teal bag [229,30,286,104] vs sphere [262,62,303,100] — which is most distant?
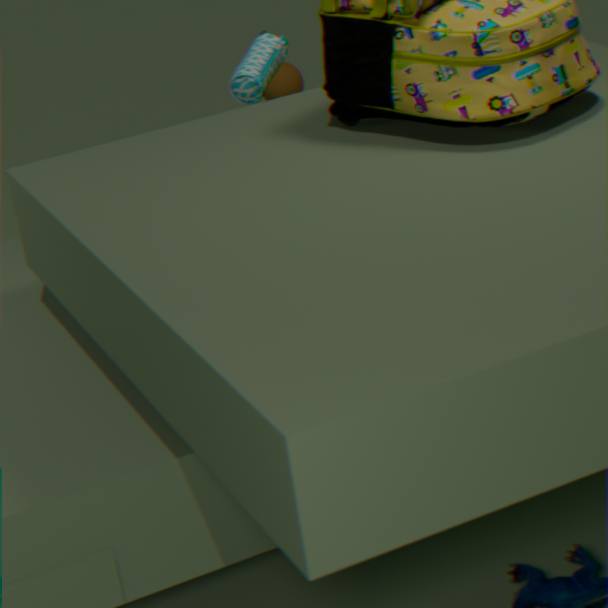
sphere [262,62,303,100]
